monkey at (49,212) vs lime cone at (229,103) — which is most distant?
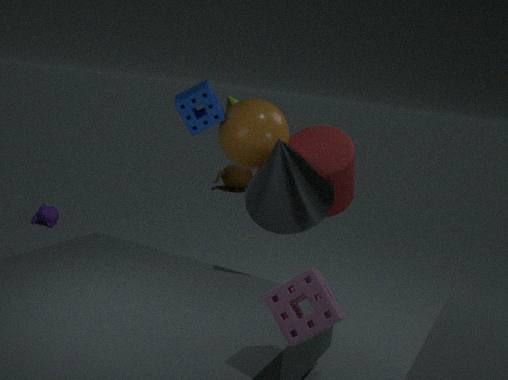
monkey at (49,212)
